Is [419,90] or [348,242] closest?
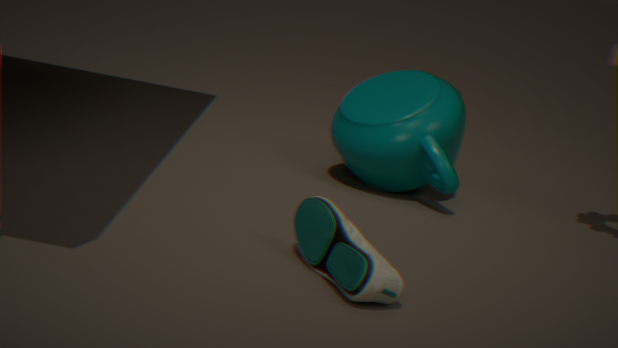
[348,242]
